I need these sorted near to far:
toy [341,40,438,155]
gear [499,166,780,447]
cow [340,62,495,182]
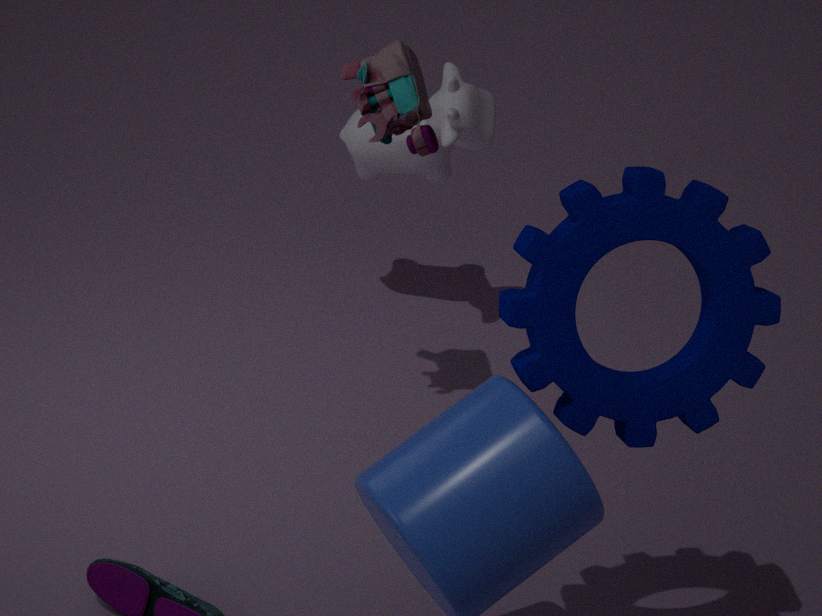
gear [499,166,780,447], toy [341,40,438,155], cow [340,62,495,182]
